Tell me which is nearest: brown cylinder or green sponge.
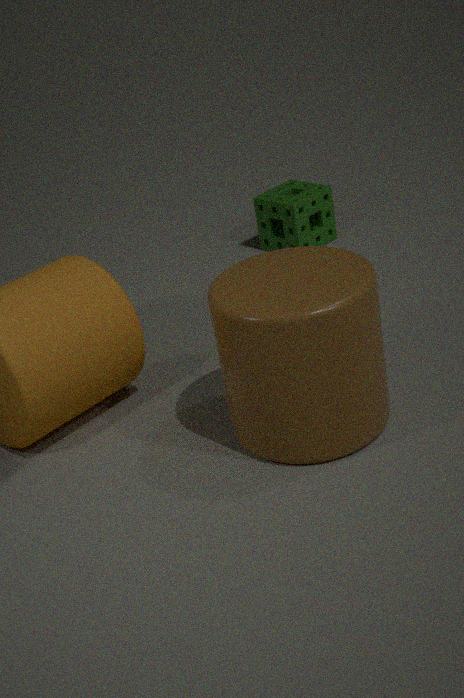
brown cylinder
